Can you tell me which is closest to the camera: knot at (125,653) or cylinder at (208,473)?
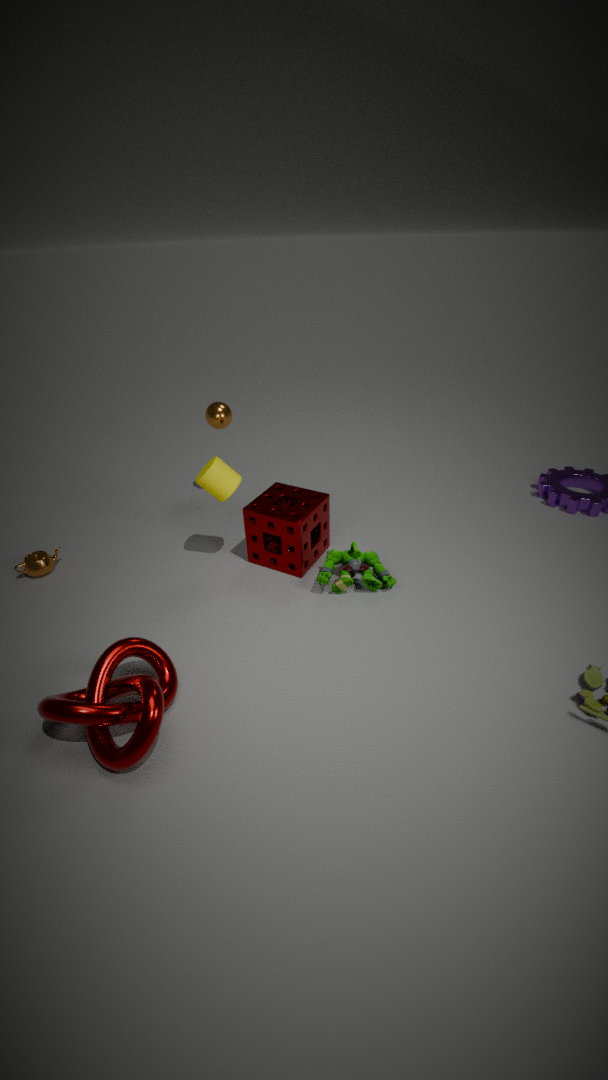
knot at (125,653)
